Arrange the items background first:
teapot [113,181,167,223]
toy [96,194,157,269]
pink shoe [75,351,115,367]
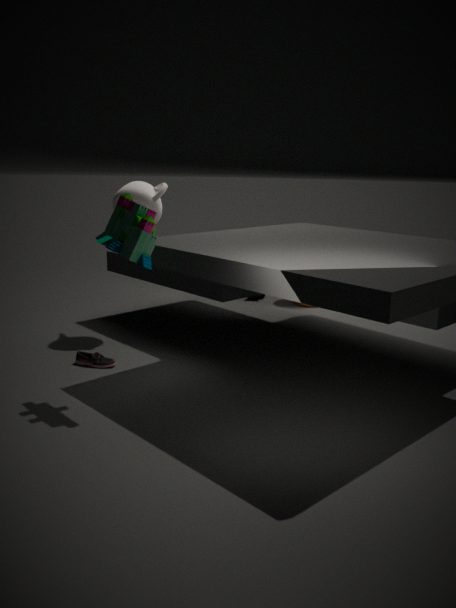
teapot [113,181,167,223]
pink shoe [75,351,115,367]
toy [96,194,157,269]
